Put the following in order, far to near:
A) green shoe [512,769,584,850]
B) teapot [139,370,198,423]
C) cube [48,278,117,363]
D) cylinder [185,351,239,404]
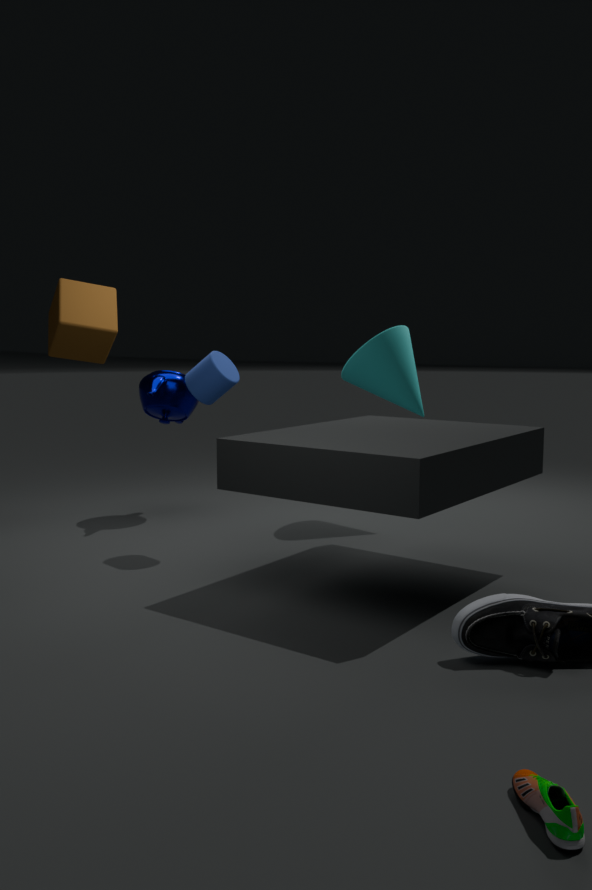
teapot [139,370,198,423] < cylinder [185,351,239,404] < cube [48,278,117,363] < green shoe [512,769,584,850]
